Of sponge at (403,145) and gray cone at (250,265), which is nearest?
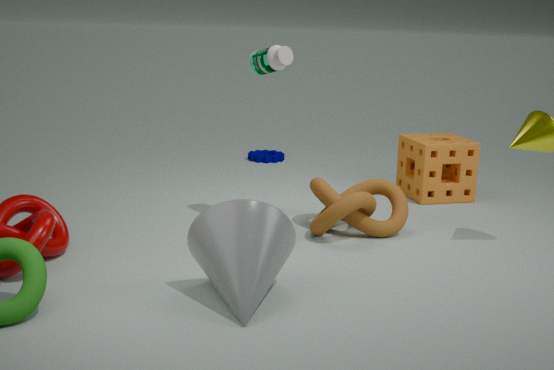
gray cone at (250,265)
